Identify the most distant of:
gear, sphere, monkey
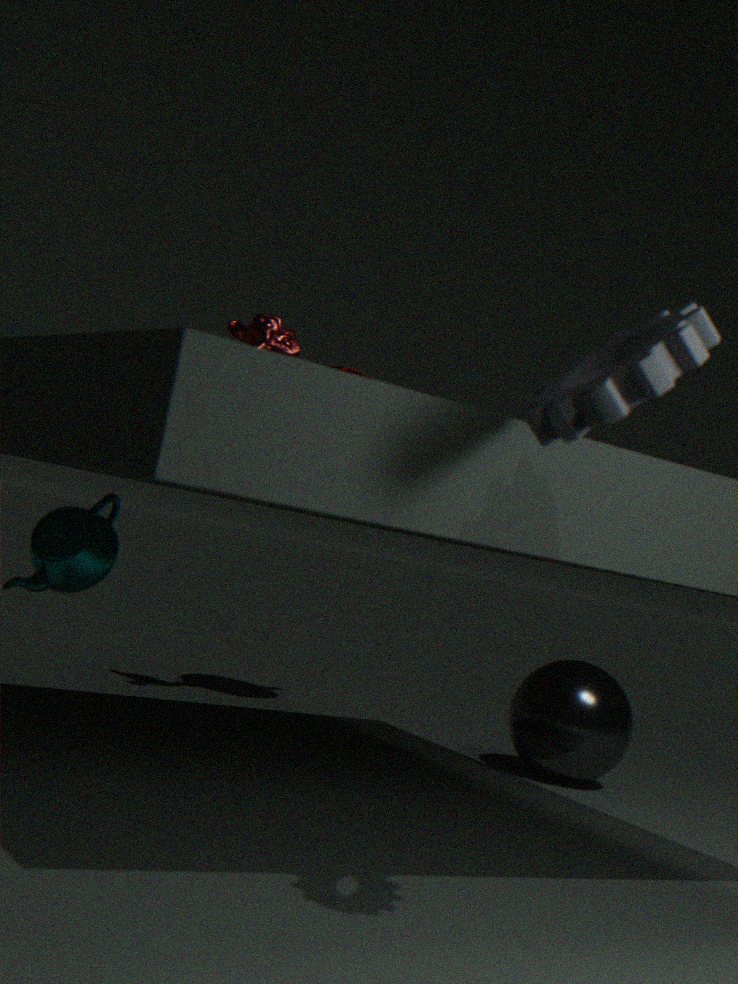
sphere
